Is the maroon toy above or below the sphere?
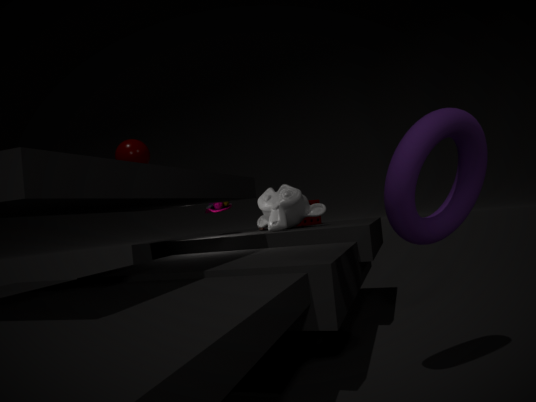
below
